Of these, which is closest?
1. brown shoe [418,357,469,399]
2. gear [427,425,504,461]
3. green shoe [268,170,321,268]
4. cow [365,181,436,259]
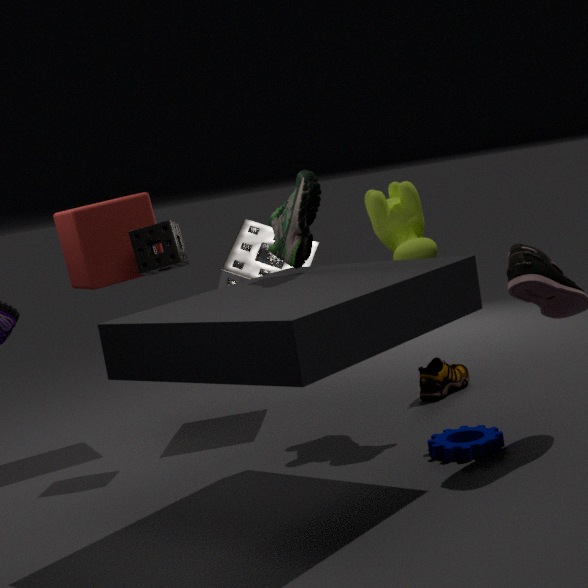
green shoe [268,170,321,268]
